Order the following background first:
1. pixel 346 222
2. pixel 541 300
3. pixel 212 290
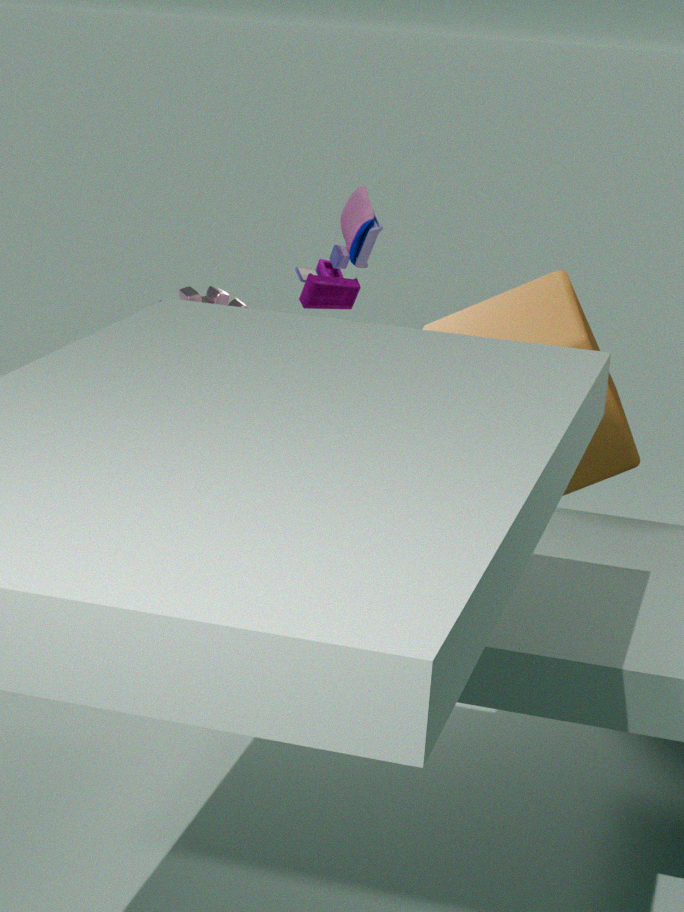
pixel 541 300 < pixel 346 222 < pixel 212 290
